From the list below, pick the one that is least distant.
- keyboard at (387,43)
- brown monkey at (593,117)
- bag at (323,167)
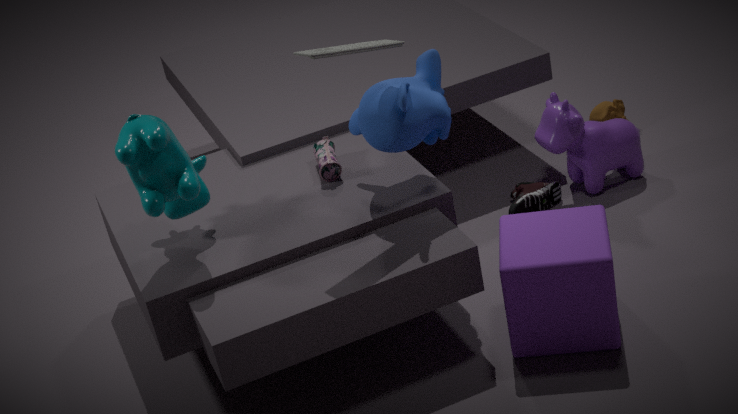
keyboard at (387,43)
